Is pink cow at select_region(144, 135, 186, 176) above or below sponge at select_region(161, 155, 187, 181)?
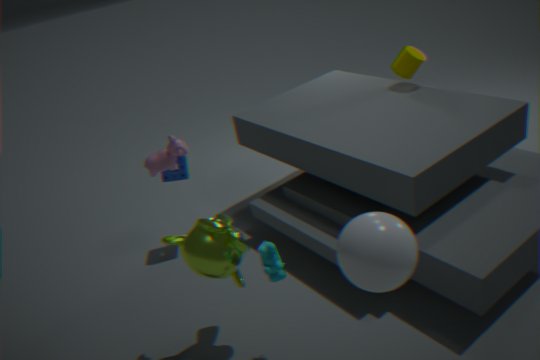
above
